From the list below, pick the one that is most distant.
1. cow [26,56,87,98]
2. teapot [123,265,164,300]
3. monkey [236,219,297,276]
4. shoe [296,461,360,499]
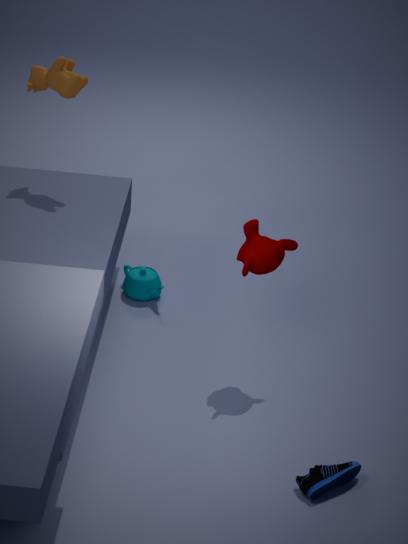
teapot [123,265,164,300]
